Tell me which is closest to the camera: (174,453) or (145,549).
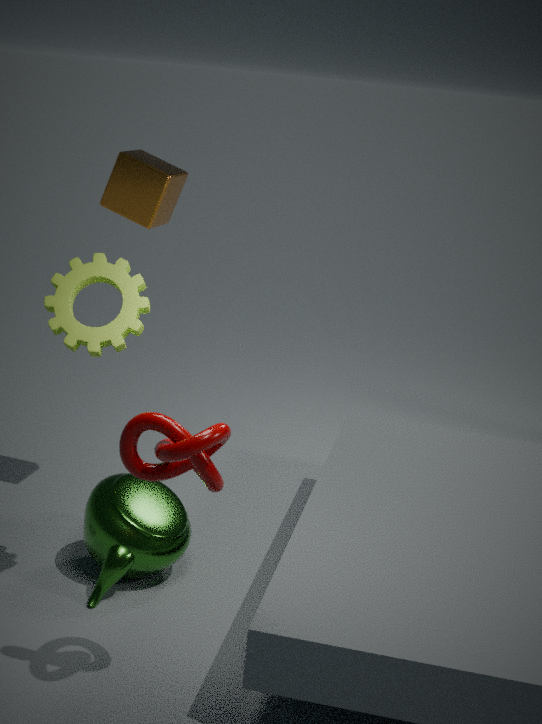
(174,453)
